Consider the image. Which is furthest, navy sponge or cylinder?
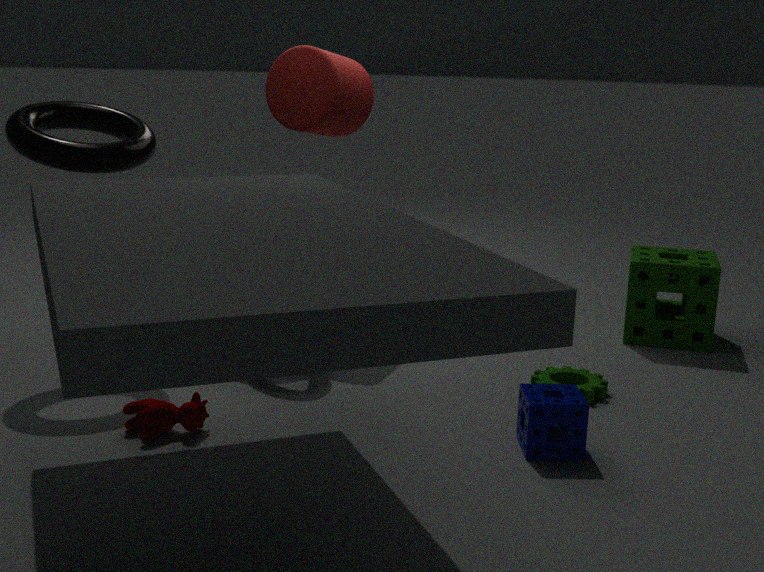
cylinder
